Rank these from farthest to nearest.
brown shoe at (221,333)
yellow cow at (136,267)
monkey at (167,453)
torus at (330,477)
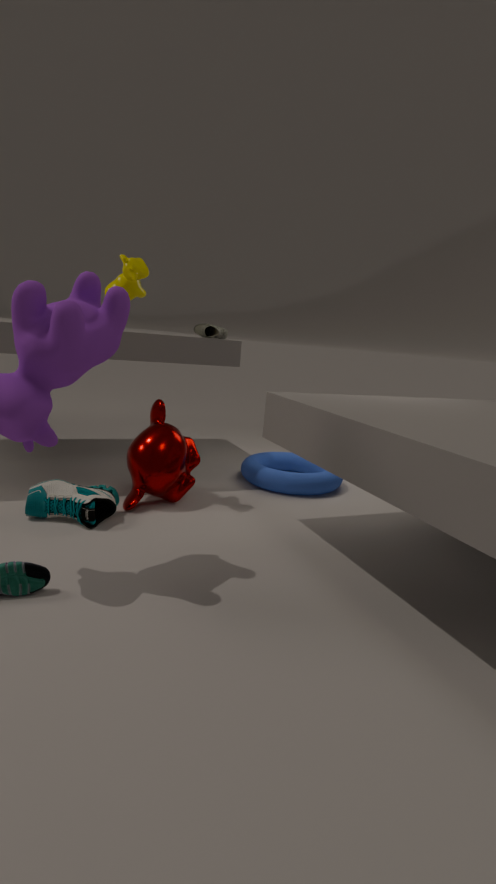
torus at (330,477), brown shoe at (221,333), monkey at (167,453), yellow cow at (136,267)
